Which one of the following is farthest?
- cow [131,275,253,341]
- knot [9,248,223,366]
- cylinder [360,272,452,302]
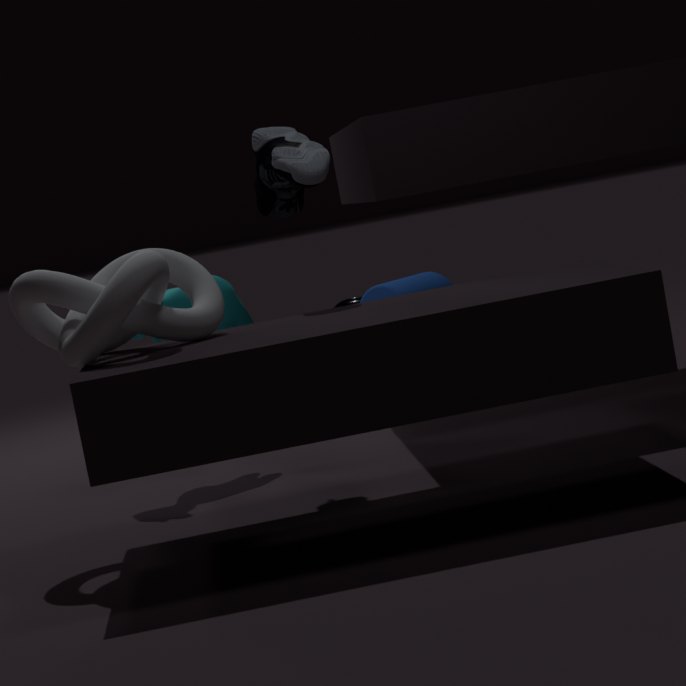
cylinder [360,272,452,302]
